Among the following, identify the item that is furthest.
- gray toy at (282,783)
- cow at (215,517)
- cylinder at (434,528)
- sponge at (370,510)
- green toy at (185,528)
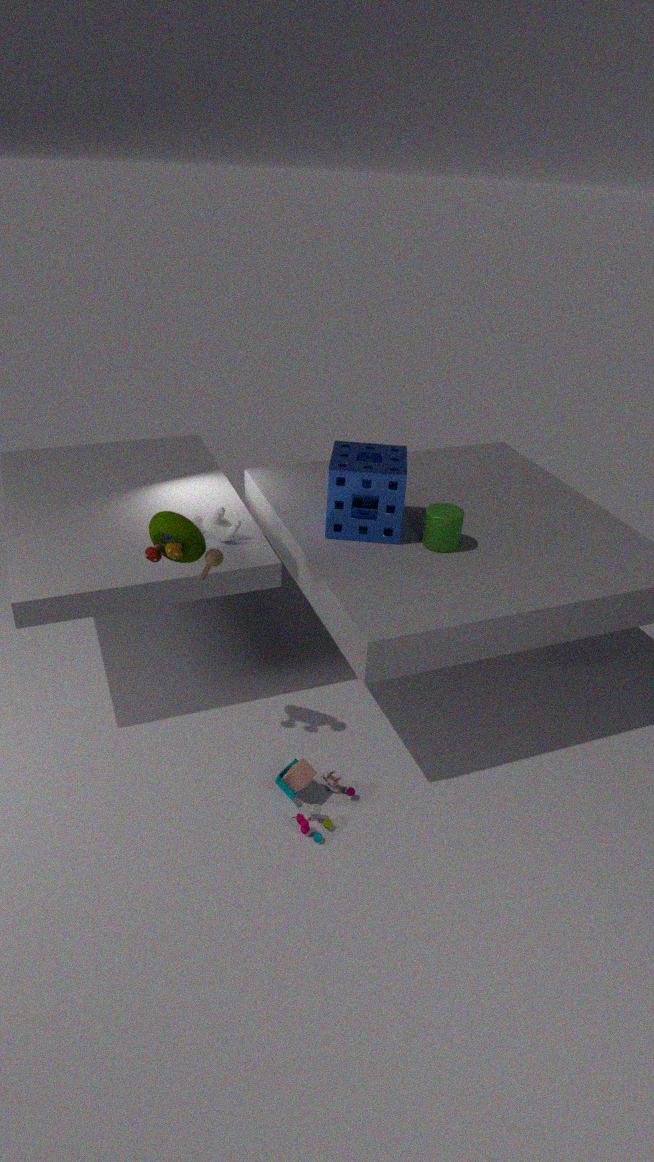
cow at (215,517)
